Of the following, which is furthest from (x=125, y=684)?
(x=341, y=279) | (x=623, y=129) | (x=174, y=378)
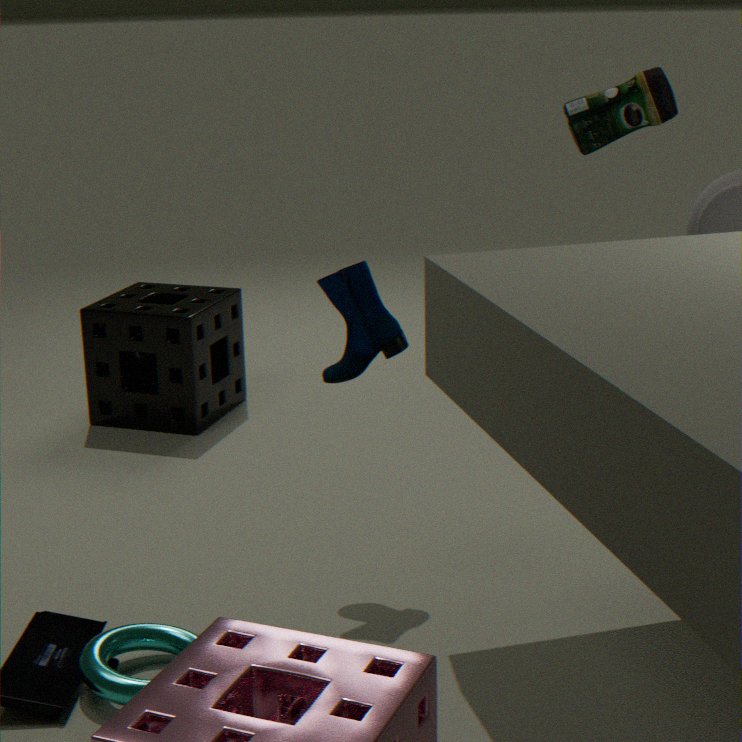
(x=623, y=129)
